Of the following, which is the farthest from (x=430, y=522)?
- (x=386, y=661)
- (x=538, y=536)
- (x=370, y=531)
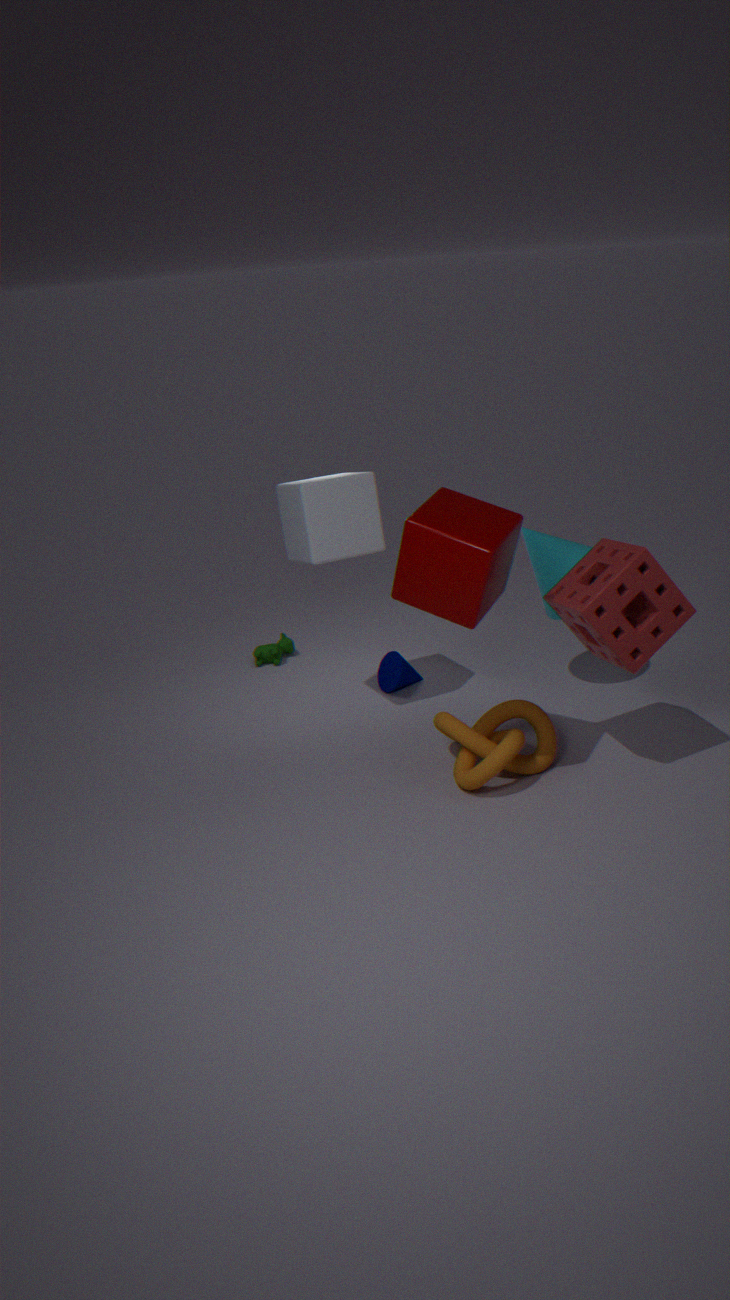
(x=386, y=661)
